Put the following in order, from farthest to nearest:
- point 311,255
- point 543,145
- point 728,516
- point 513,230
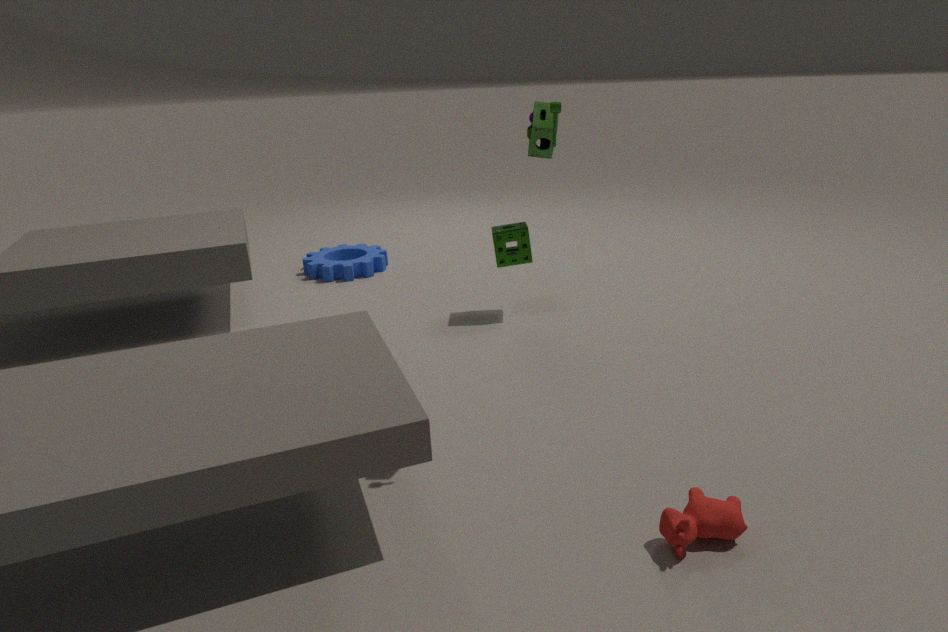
point 311,255
point 513,230
point 543,145
point 728,516
